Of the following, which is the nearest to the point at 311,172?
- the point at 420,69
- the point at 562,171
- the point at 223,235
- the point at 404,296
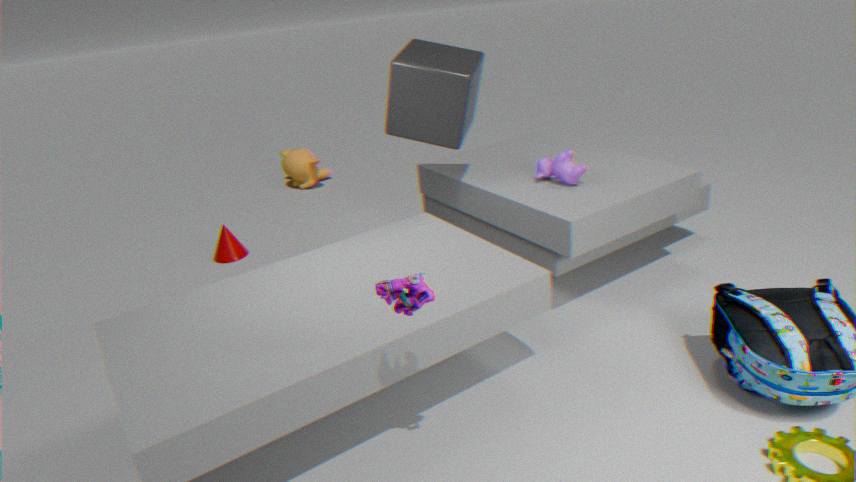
the point at 223,235
